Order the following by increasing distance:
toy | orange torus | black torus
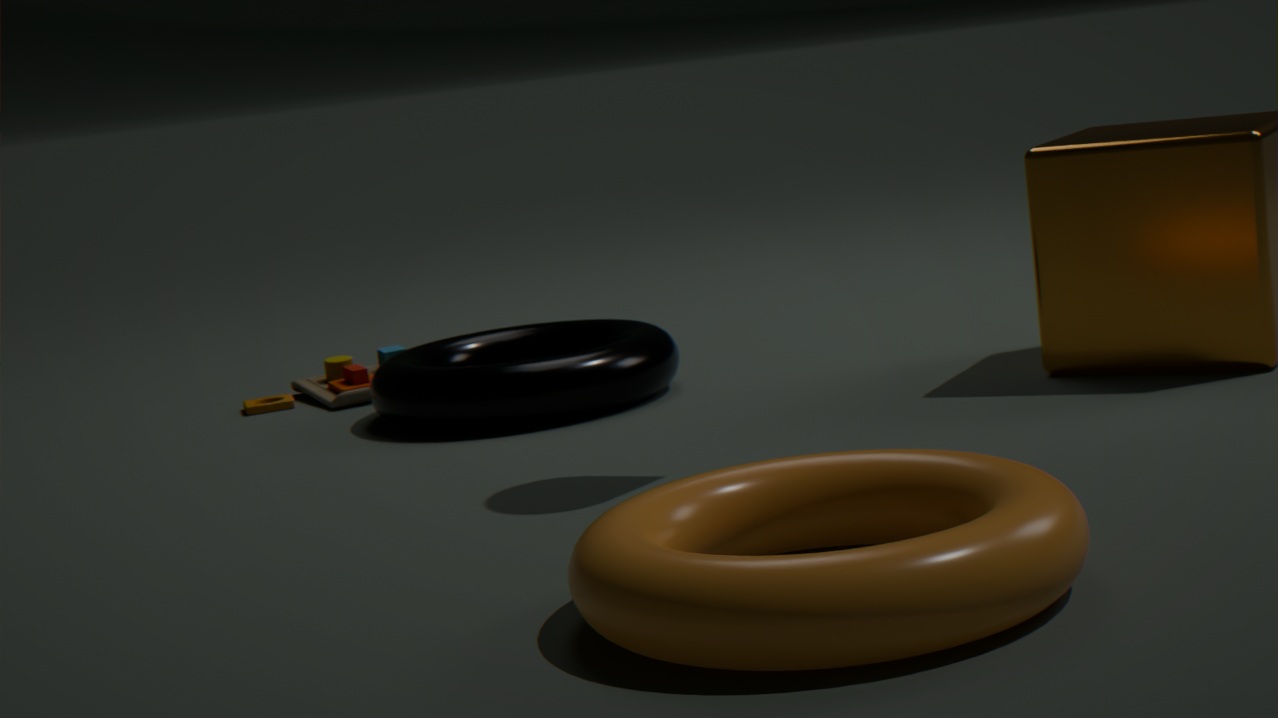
orange torus
black torus
toy
